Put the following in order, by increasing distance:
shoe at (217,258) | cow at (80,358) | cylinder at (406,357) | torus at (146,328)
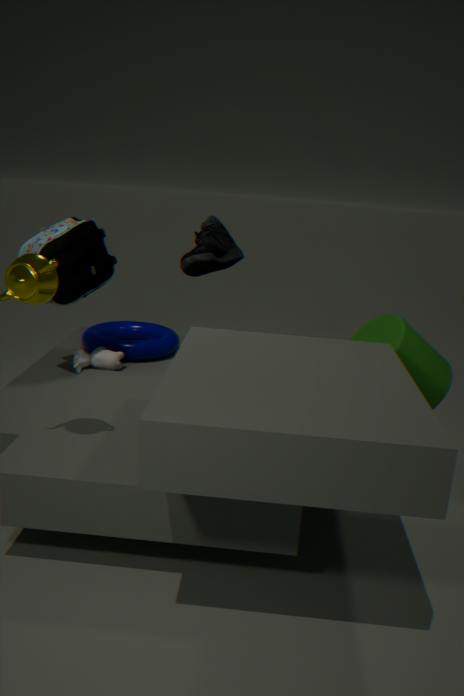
shoe at (217,258) → cylinder at (406,357) → cow at (80,358) → torus at (146,328)
